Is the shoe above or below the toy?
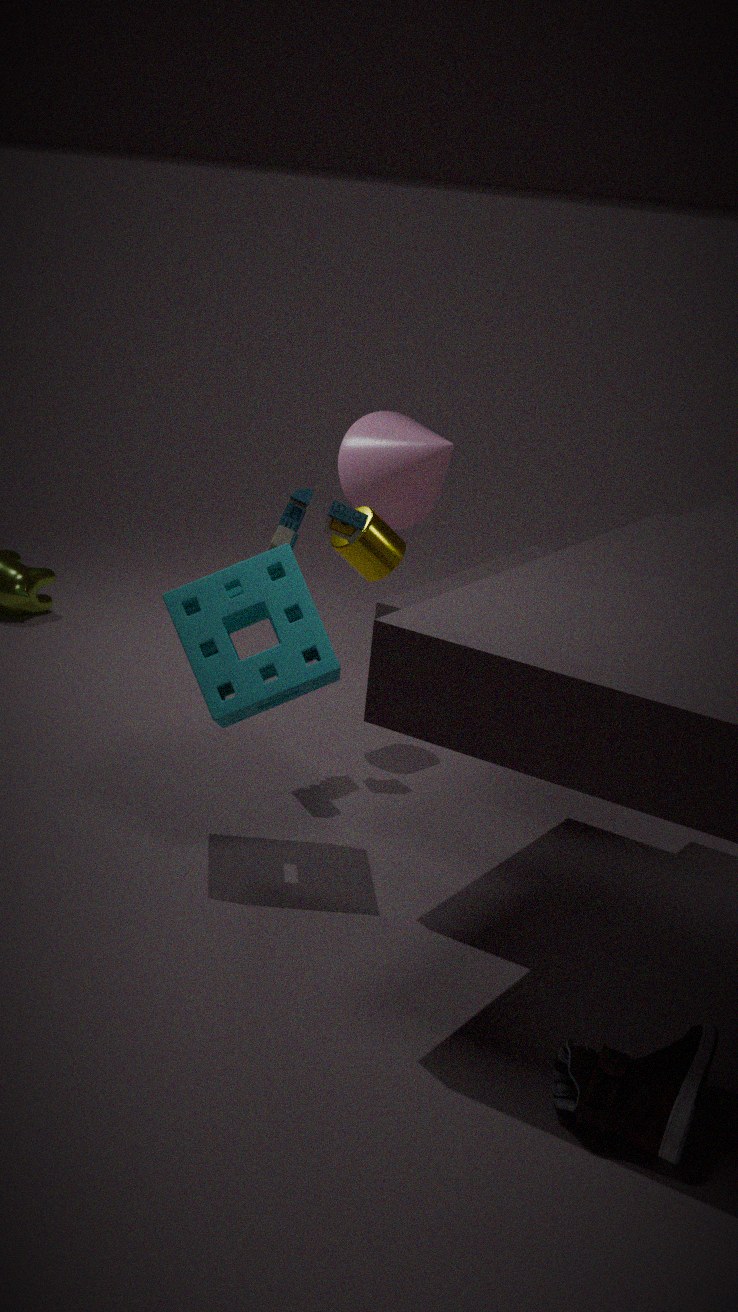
below
